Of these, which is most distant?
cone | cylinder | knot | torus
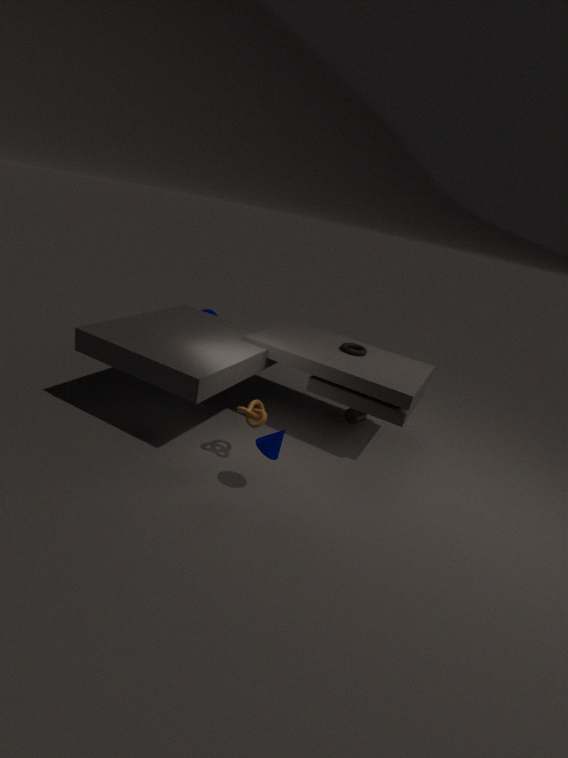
cylinder
